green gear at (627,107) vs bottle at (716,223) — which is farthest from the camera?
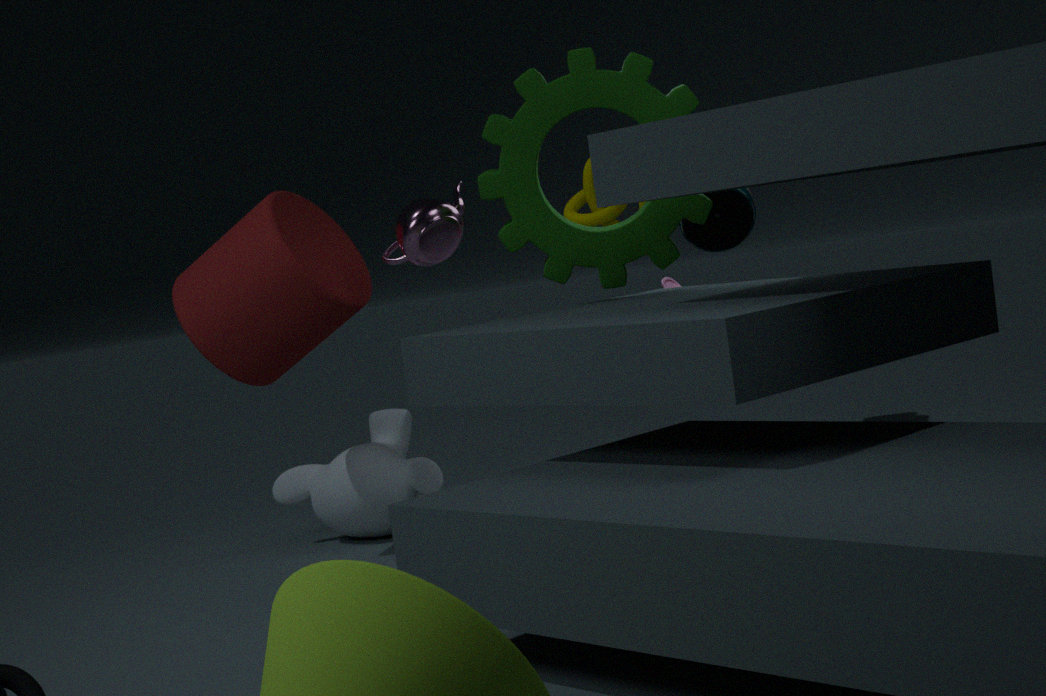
bottle at (716,223)
